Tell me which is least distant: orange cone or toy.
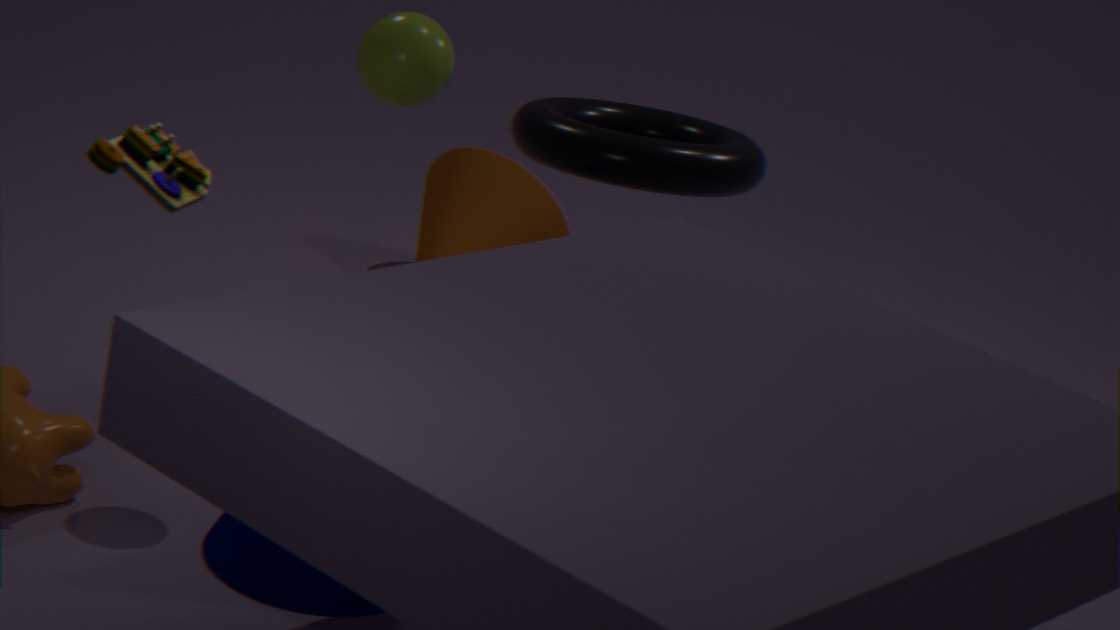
toy
